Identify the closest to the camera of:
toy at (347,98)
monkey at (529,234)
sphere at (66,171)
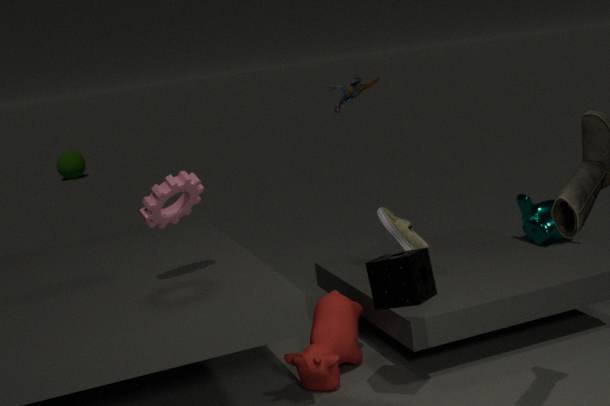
toy at (347,98)
